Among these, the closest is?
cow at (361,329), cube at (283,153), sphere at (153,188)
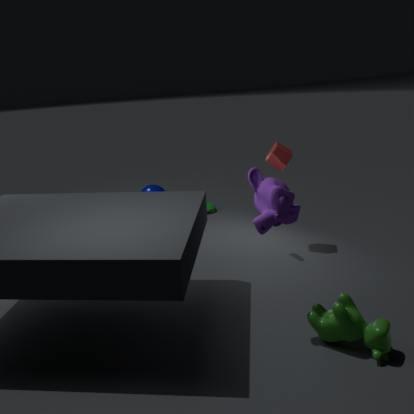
cow at (361,329)
